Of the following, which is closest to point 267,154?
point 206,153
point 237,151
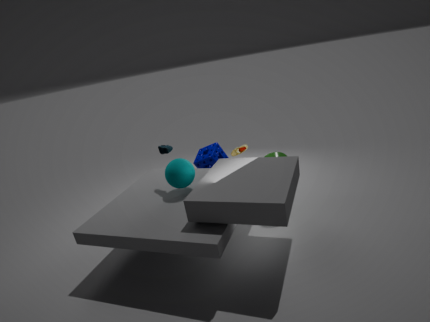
point 237,151
